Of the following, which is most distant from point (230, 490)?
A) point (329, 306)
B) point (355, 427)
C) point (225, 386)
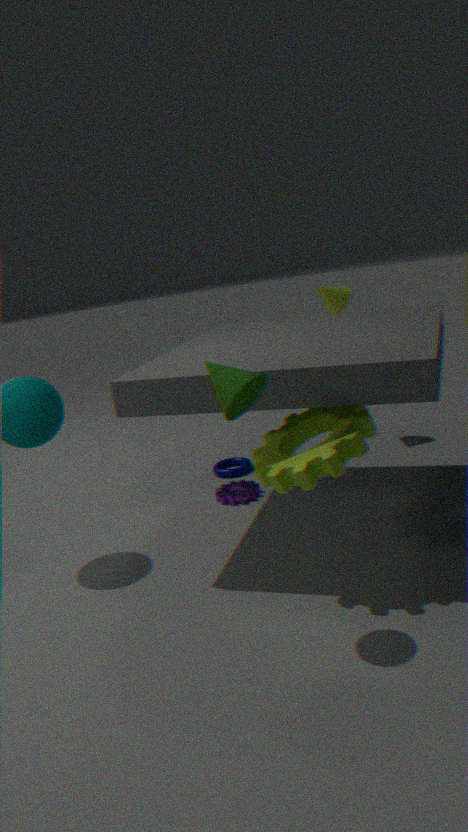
point (225, 386)
